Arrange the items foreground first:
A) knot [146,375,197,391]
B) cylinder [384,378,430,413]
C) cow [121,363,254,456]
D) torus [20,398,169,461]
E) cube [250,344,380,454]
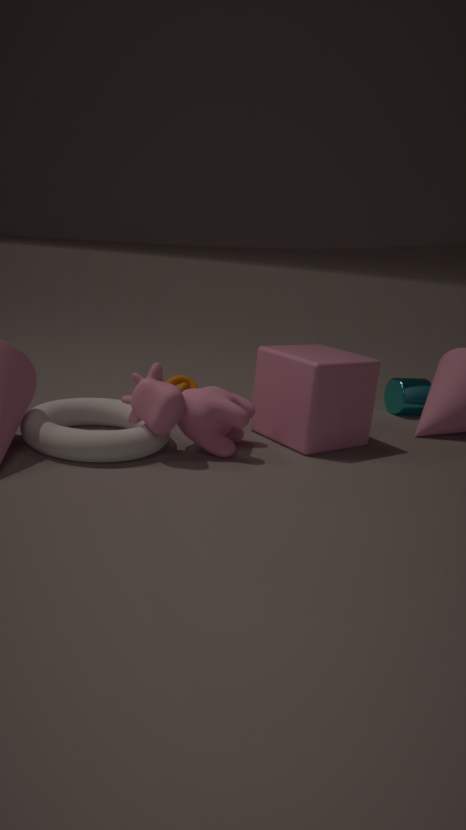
torus [20,398,169,461], cow [121,363,254,456], cube [250,344,380,454], knot [146,375,197,391], cylinder [384,378,430,413]
